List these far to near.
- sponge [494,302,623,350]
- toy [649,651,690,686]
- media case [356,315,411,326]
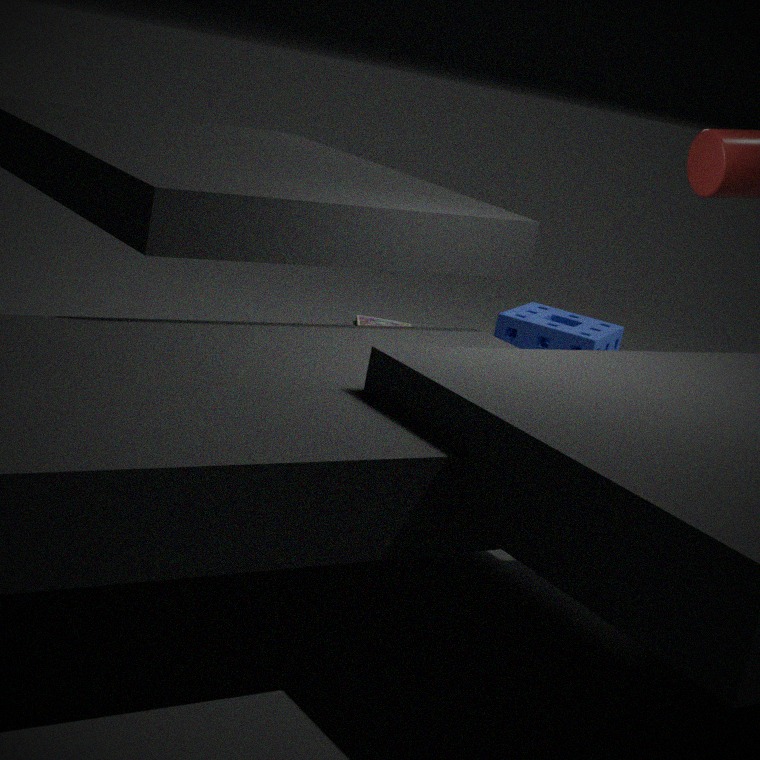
media case [356,315,411,326]
sponge [494,302,623,350]
toy [649,651,690,686]
